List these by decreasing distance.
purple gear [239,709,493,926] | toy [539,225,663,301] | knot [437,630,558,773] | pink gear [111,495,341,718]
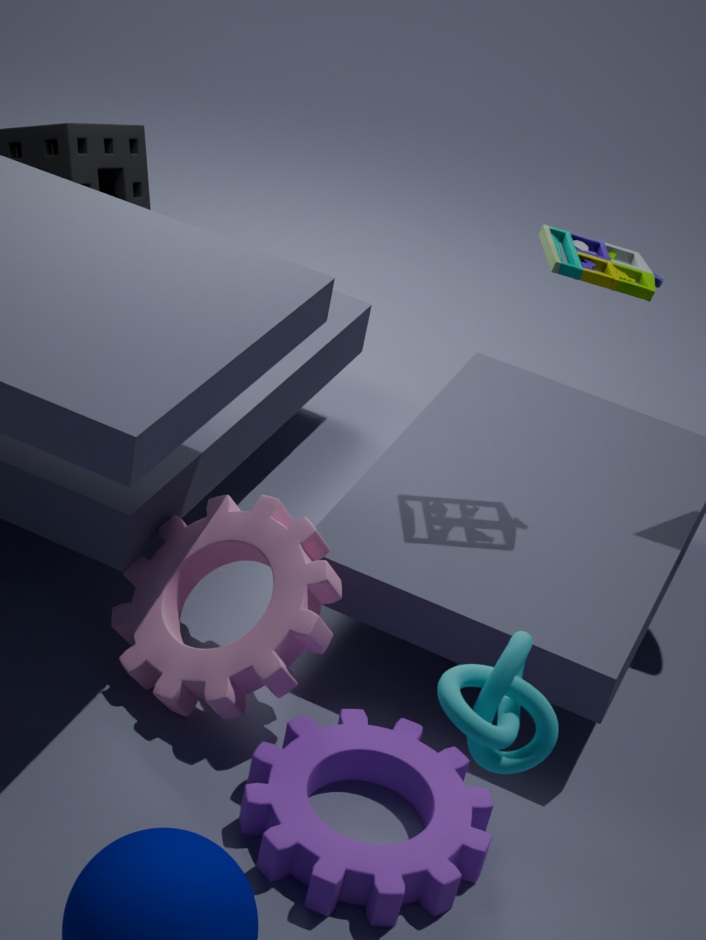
toy [539,225,663,301], pink gear [111,495,341,718], purple gear [239,709,493,926], knot [437,630,558,773]
